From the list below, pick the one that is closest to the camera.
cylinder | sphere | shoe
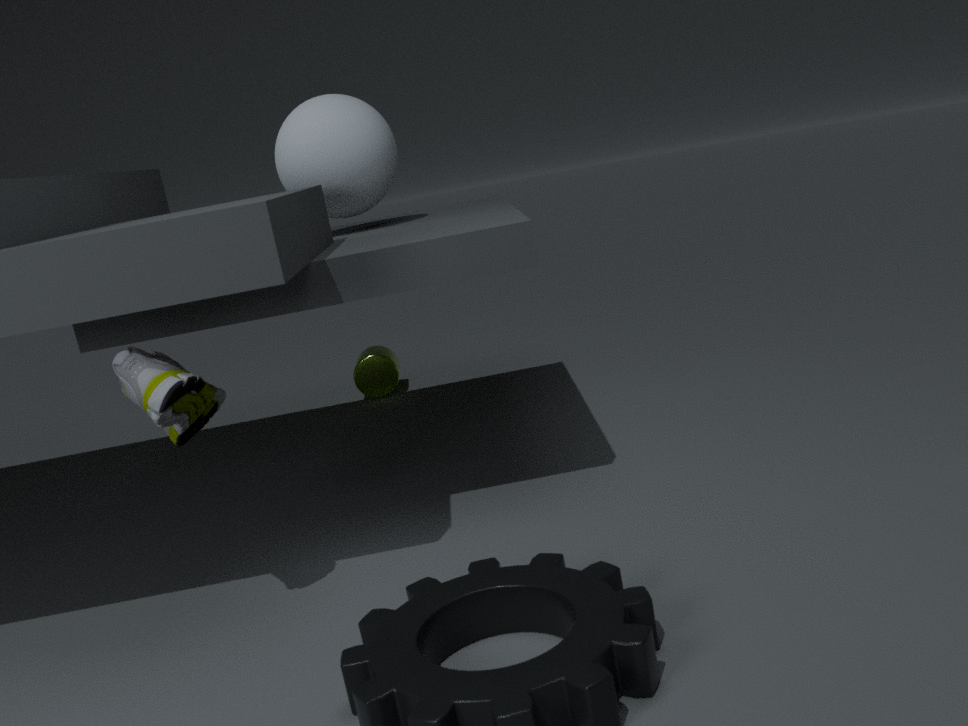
shoe
